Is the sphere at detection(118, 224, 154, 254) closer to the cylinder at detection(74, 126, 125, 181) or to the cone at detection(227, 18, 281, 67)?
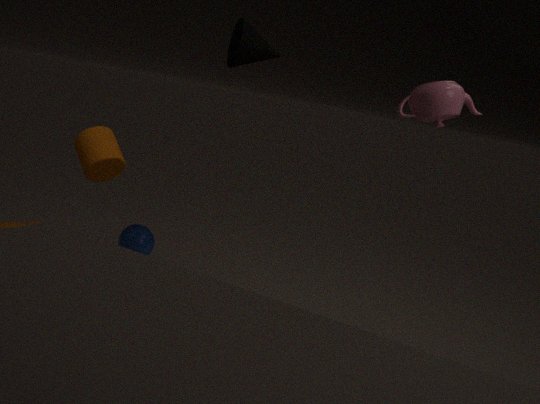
the cylinder at detection(74, 126, 125, 181)
